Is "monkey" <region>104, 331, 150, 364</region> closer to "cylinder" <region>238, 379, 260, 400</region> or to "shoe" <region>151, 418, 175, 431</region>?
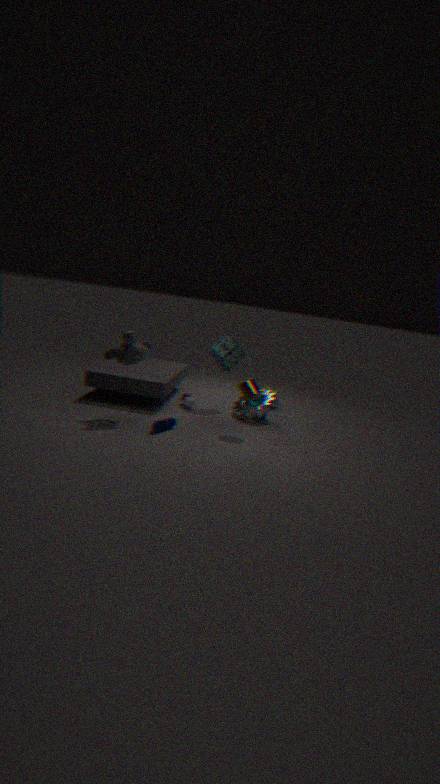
"shoe" <region>151, 418, 175, 431</region>
